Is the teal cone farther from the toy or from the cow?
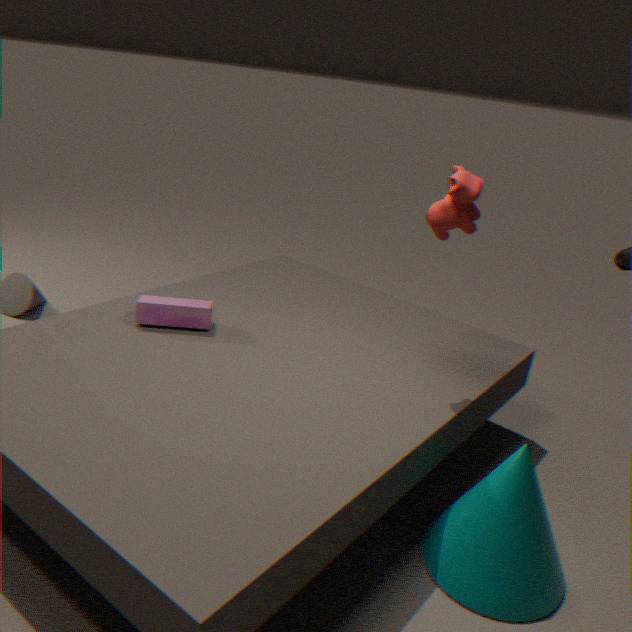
the toy
